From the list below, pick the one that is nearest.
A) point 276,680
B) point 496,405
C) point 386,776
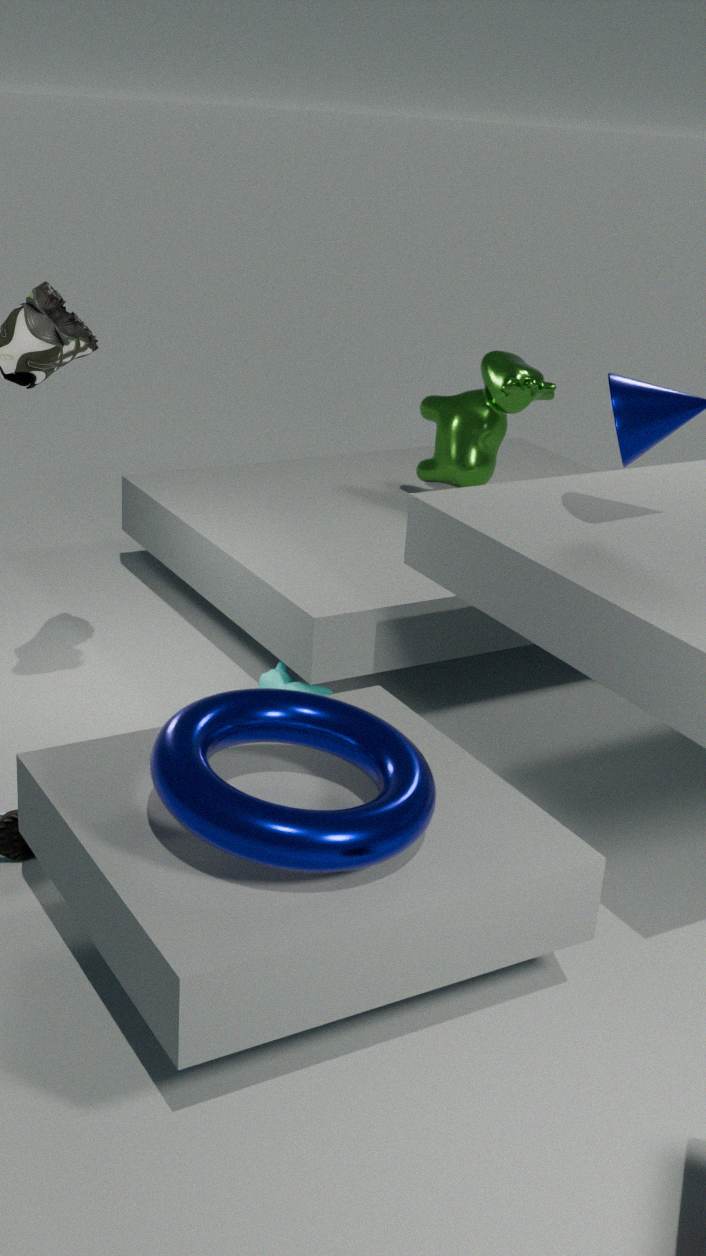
point 386,776
